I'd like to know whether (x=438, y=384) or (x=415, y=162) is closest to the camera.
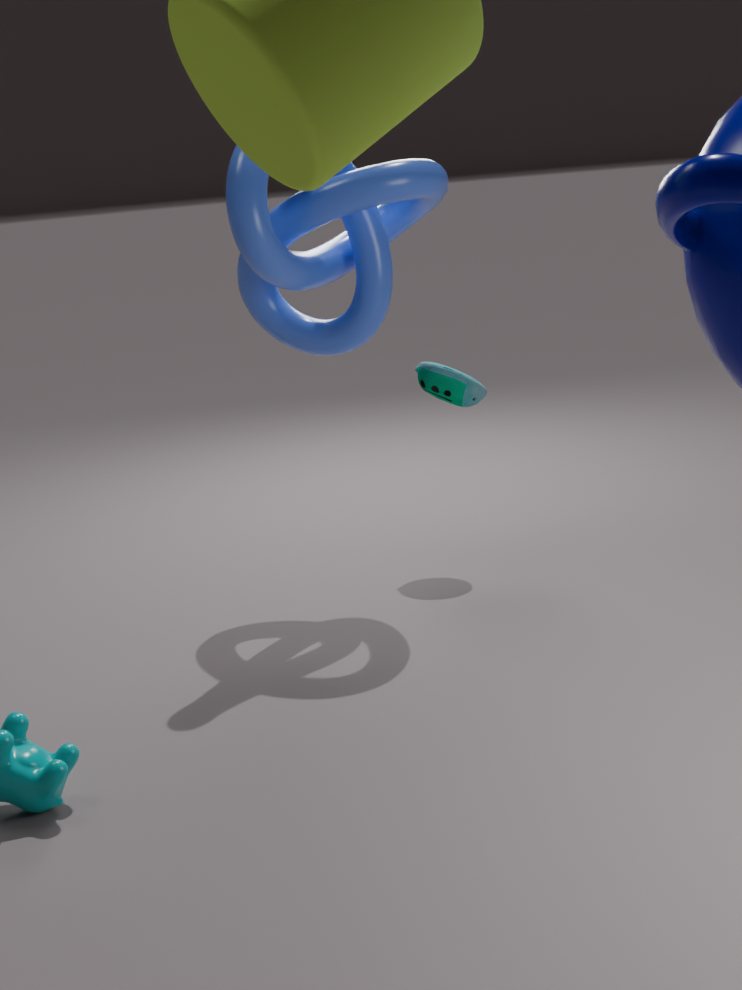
(x=415, y=162)
